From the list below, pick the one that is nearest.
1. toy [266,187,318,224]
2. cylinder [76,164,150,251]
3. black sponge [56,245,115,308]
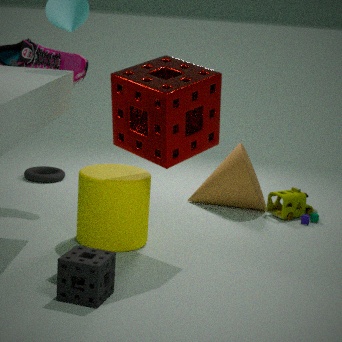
black sponge [56,245,115,308]
